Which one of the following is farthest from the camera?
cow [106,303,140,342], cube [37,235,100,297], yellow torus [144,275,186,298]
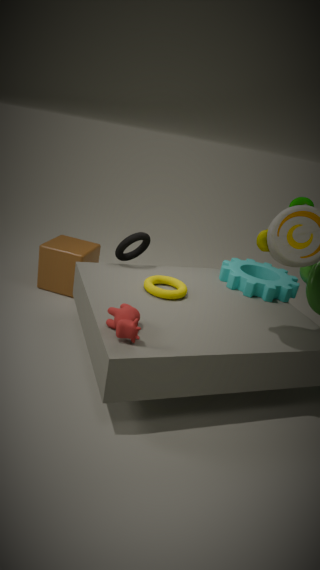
cube [37,235,100,297]
